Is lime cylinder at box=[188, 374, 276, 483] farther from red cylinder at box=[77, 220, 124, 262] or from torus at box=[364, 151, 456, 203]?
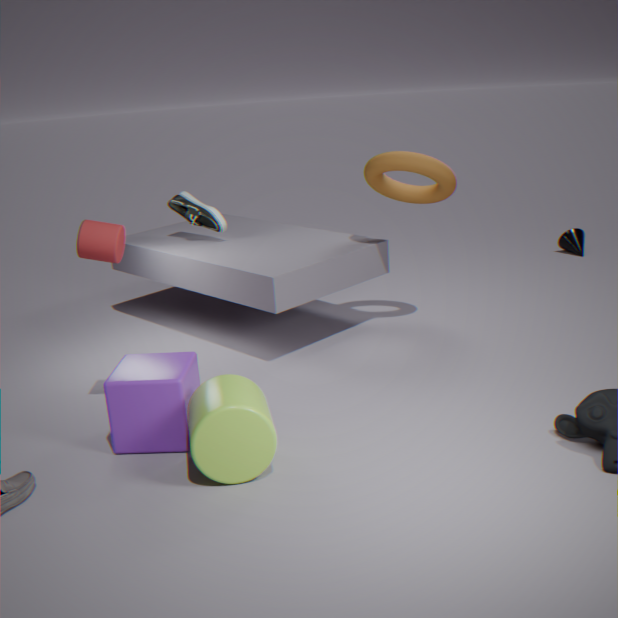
torus at box=[364, 151, 456, 203]
